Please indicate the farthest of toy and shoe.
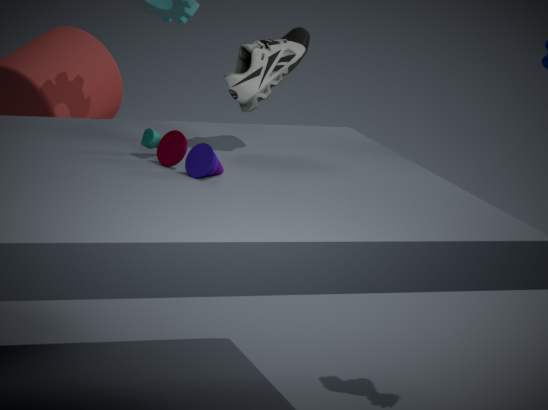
shoe
